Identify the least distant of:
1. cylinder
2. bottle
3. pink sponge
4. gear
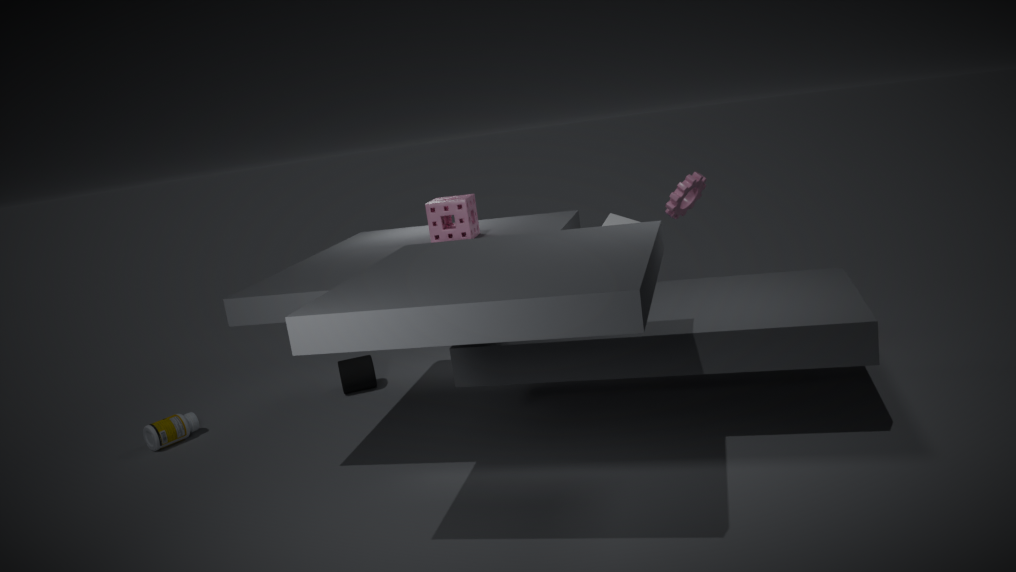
pink sponge
